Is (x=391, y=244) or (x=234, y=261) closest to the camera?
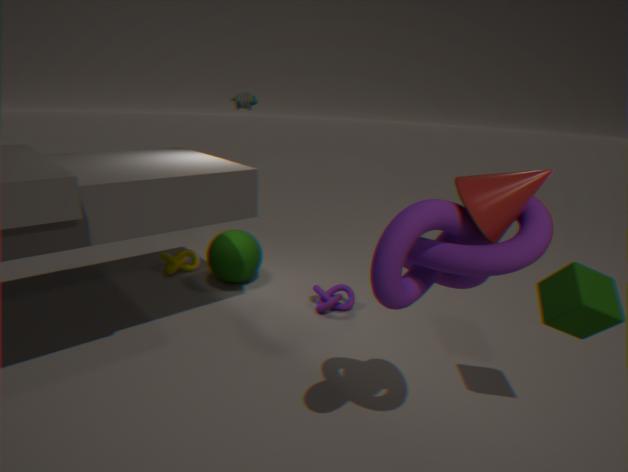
(x=391, y=244)
